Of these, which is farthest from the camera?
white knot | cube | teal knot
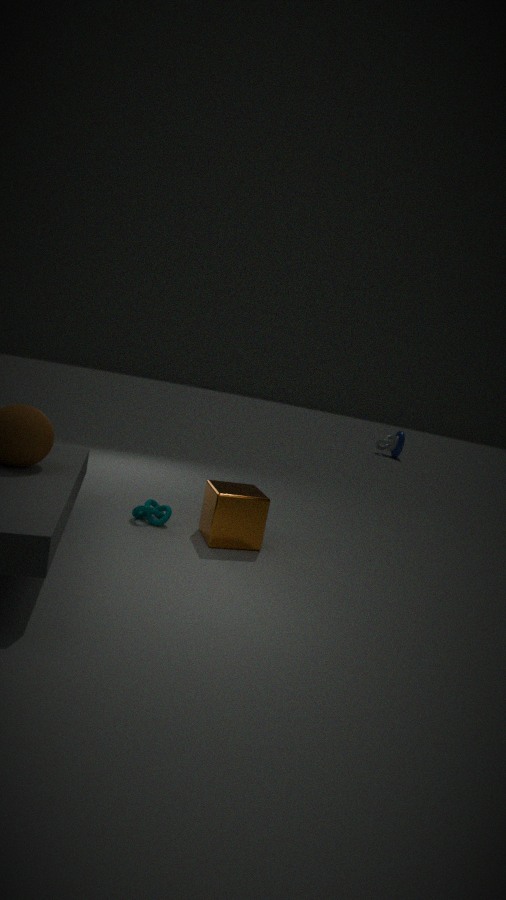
white knot
